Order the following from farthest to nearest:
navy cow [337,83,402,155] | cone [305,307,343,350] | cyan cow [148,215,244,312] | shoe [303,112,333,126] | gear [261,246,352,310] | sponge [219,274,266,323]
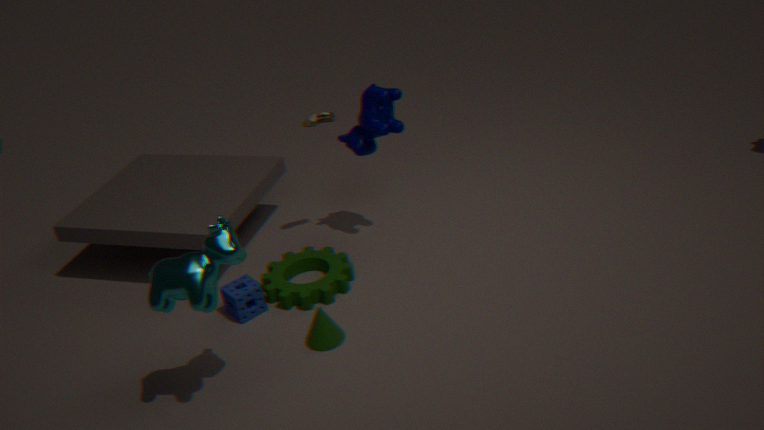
shoe [303,112,333,126], navy cow [337,83,402,155], gear [261,246,352,310], sponge [219,274,266,323], cone [305,307,343,350], cyan cow [148,215,244,312]
